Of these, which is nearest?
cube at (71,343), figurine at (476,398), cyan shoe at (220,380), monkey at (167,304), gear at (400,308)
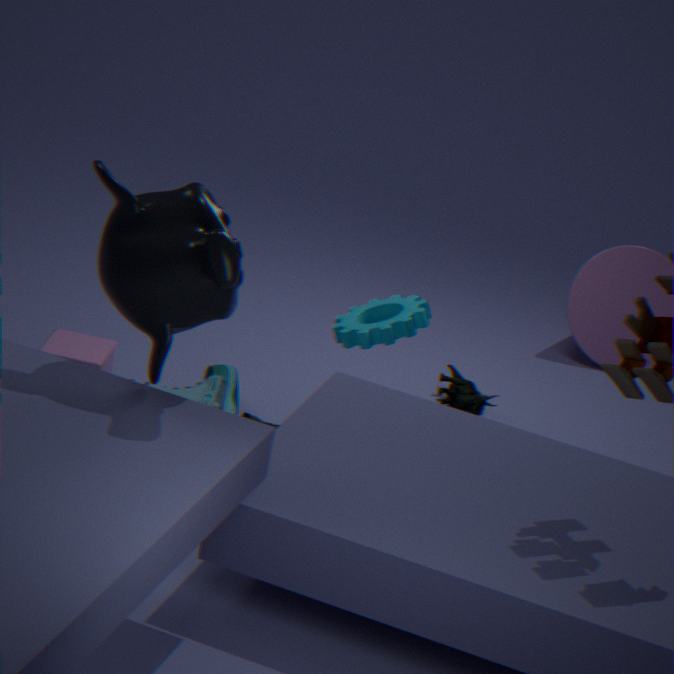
monkey at (167,304)
